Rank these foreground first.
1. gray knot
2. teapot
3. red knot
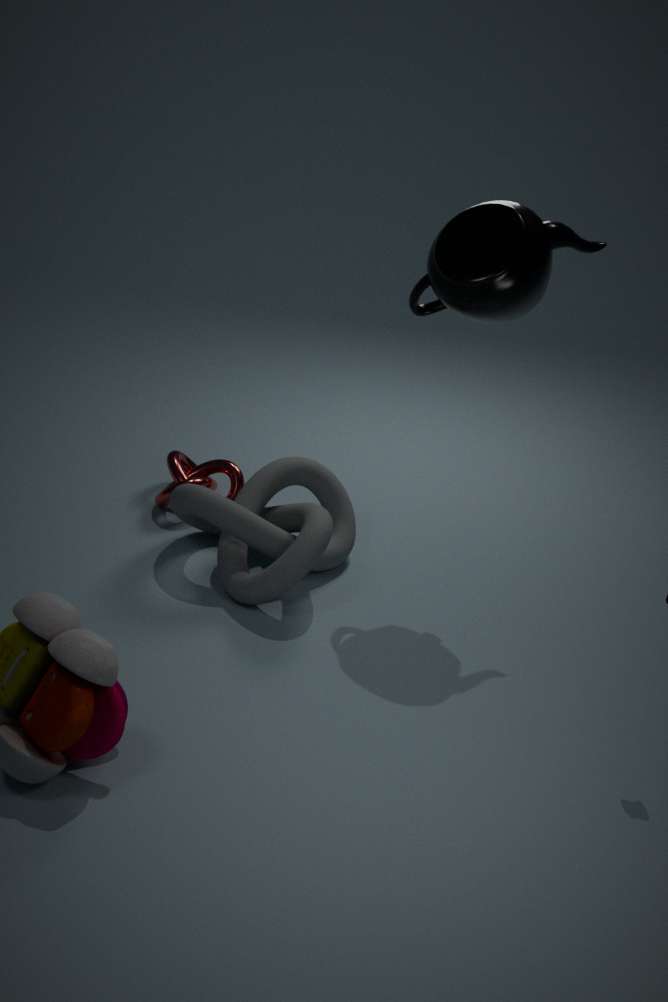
teapot
gray knot
red knot
